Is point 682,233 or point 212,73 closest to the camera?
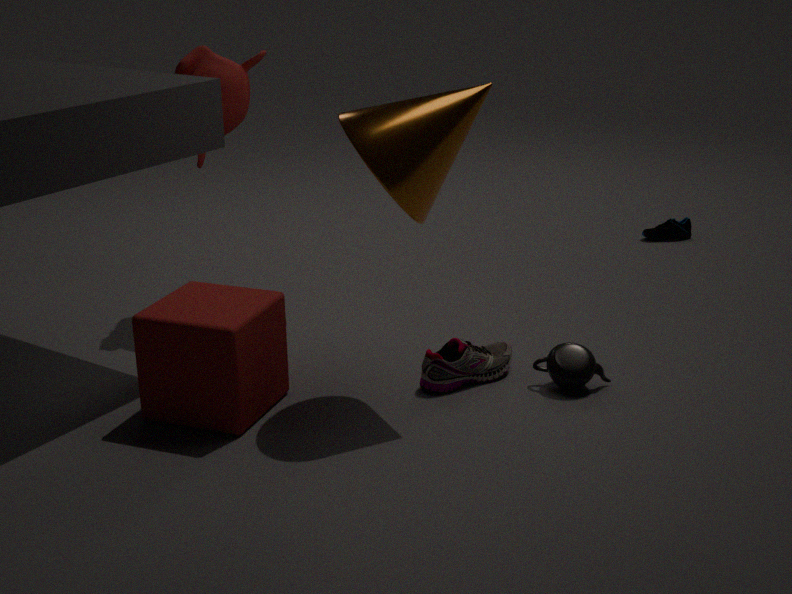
point 212,73
